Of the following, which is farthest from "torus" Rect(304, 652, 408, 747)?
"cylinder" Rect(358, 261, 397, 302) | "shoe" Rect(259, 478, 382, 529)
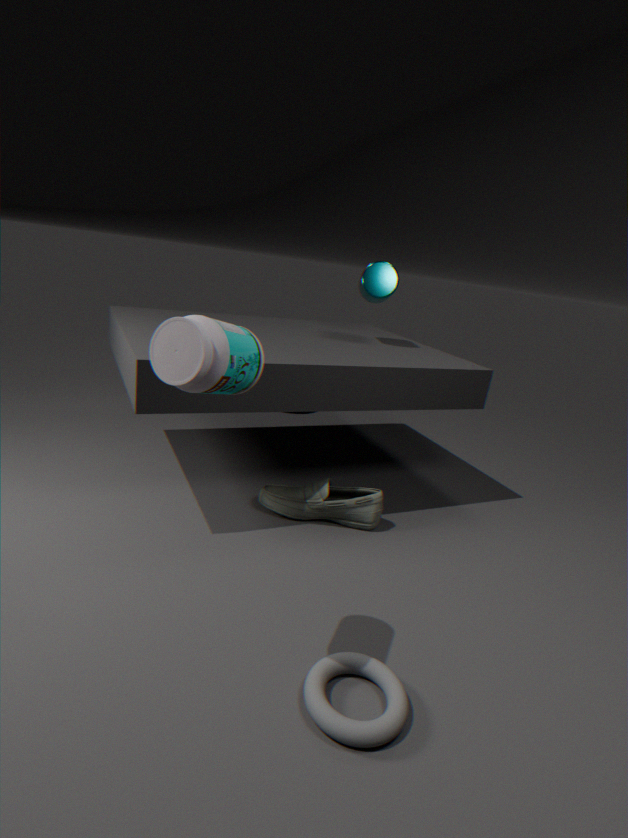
"cylinder" Rect(358, 261, 397, 302)
